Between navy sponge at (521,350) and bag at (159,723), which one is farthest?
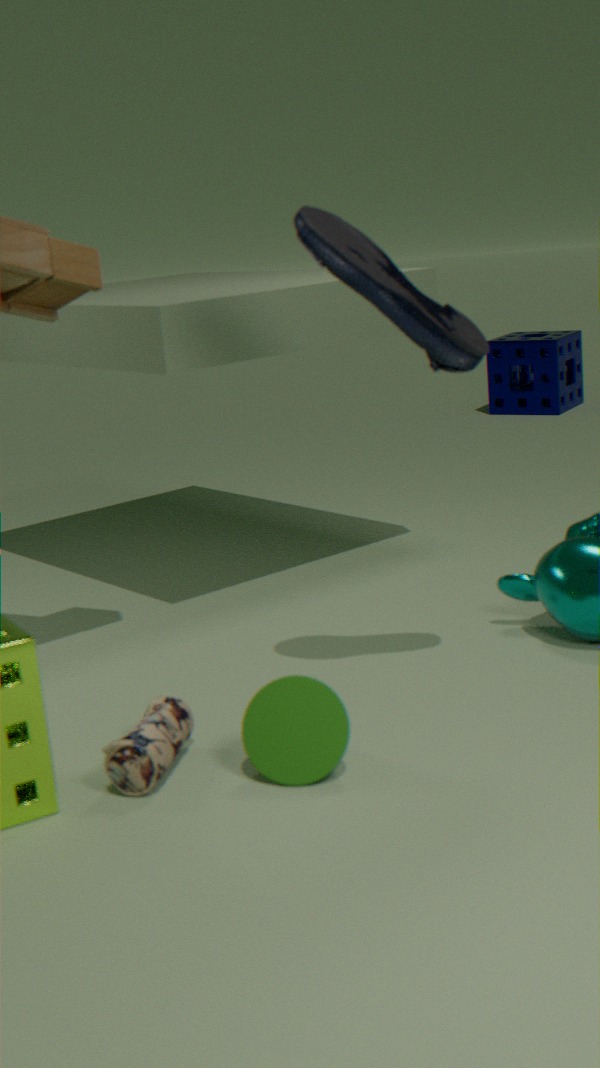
navy sponge at (521,350)
